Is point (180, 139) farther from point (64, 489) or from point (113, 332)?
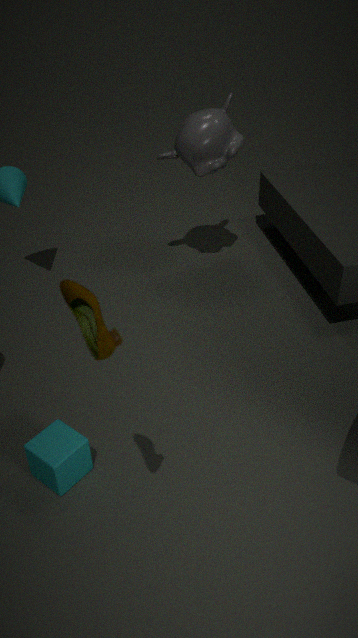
point (113, 332)
